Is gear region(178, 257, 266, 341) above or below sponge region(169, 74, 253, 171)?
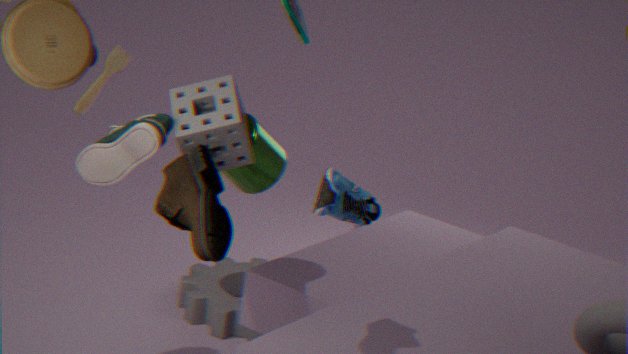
below
